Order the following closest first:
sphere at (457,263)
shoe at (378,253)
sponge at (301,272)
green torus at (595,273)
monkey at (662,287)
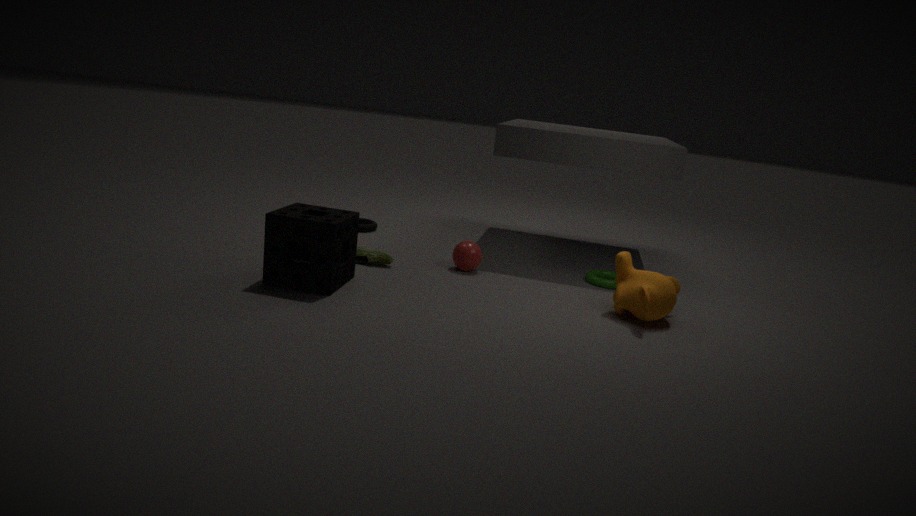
sponge at (301,272), monkey at (662,287), shoe at (378,253), sphere at (457,263), green torus at (595,273)
